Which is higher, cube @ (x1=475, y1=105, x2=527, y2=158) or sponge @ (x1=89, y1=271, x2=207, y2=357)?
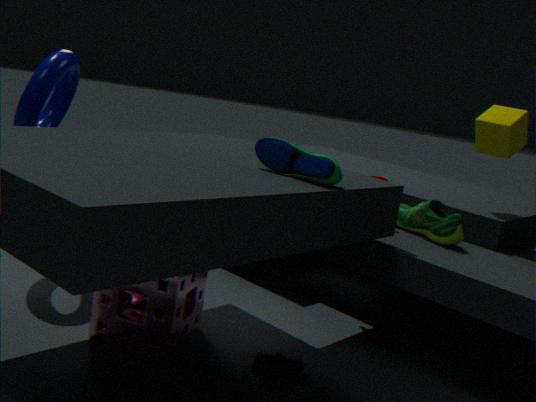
cube @ (x1=475, y1=105, x2=527, y2=158)
